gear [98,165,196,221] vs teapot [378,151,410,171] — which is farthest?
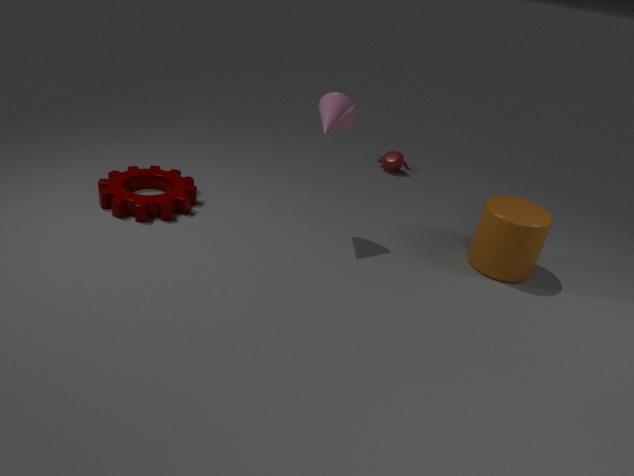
teapot [378,151,410,171]
